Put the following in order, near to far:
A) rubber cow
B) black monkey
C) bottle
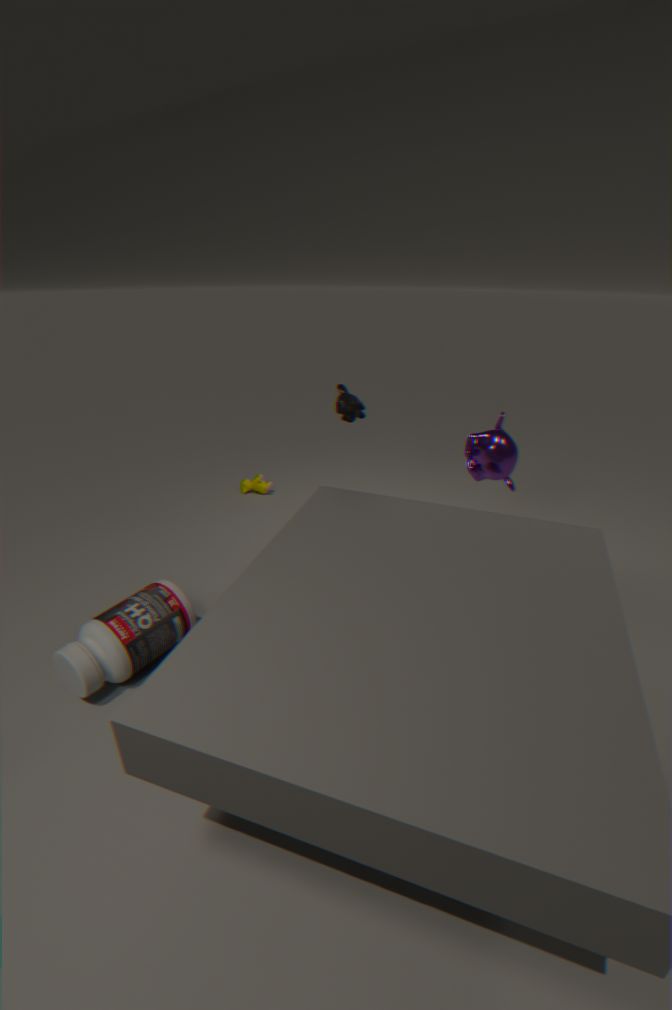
bottle → black monkey → rubber cow
